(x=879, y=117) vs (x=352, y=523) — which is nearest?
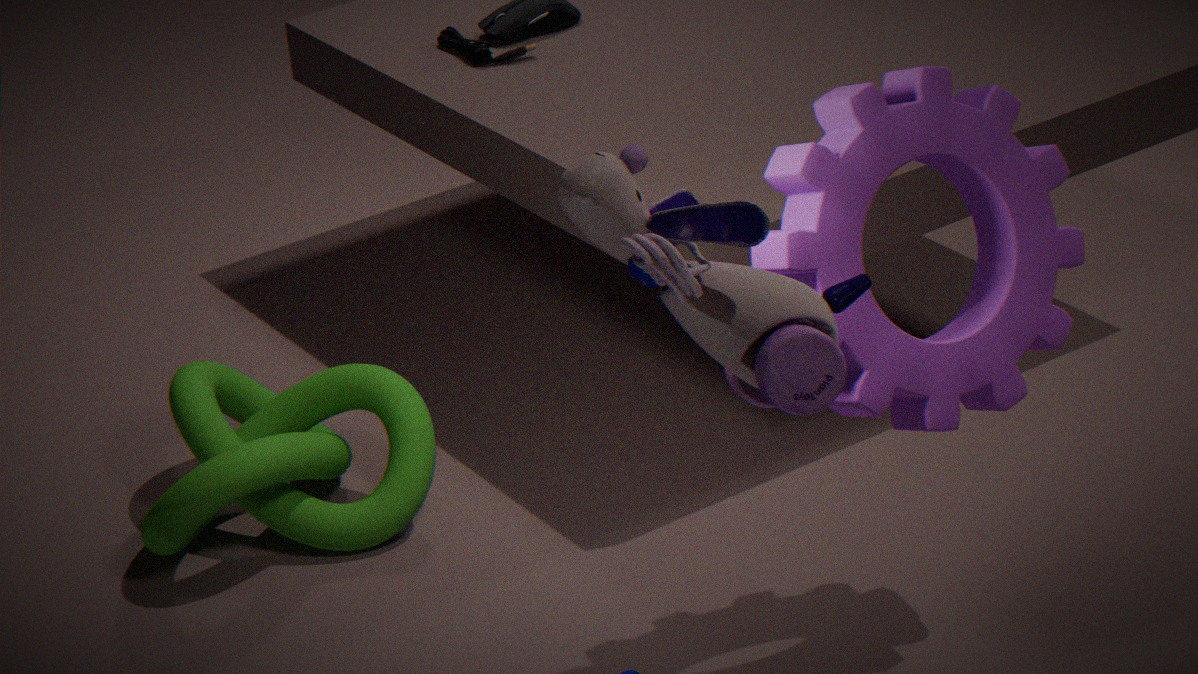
(x=879, y=117)
